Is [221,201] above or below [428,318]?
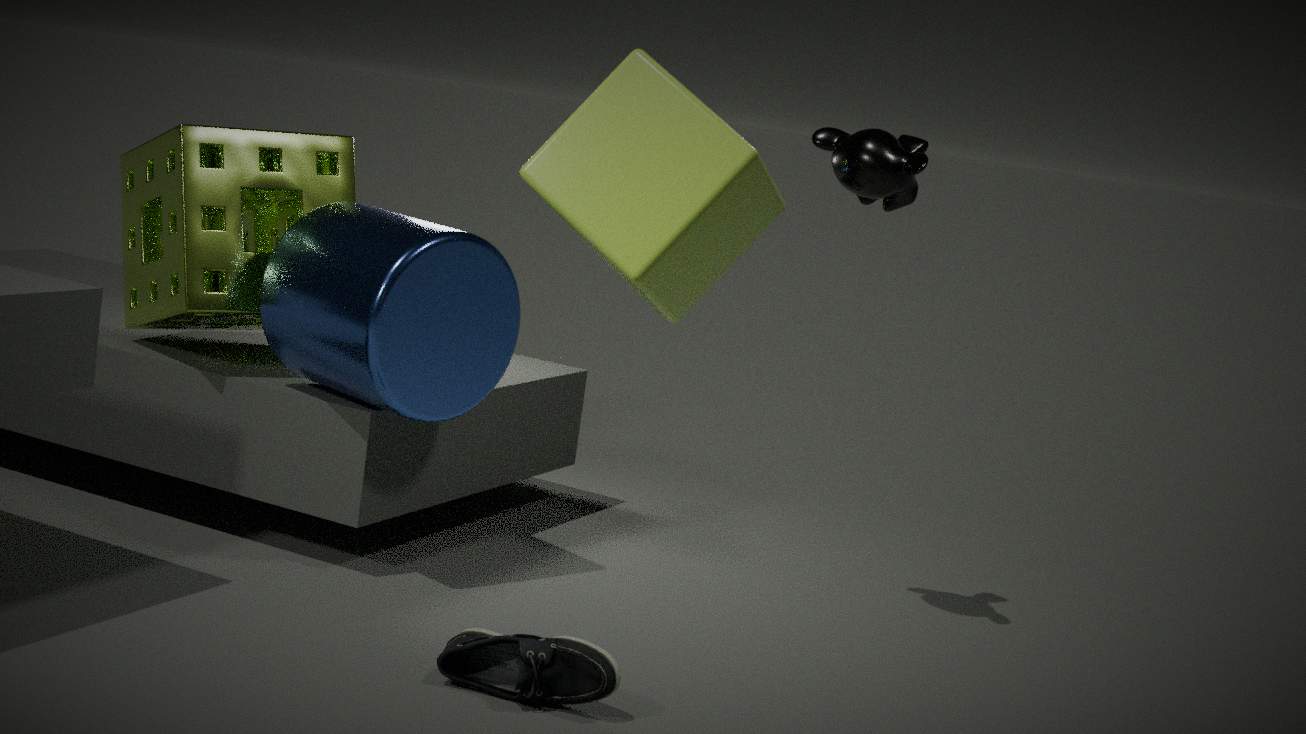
above
